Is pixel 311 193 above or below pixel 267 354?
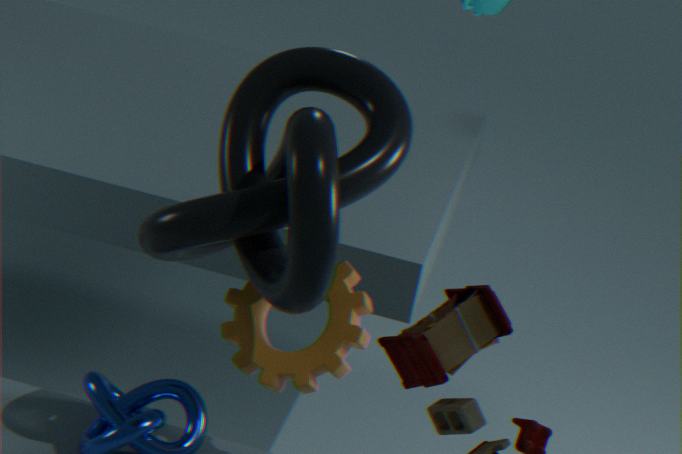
above
